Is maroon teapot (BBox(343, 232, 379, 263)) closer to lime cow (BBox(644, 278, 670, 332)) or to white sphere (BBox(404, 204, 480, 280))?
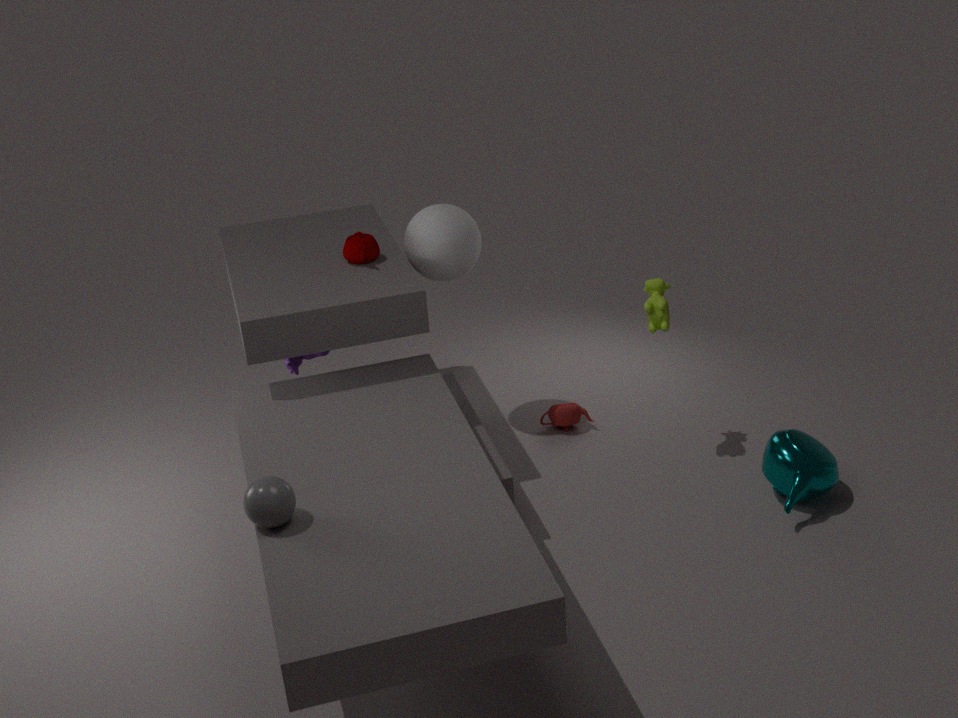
white sphere (BBox(404, 204, 480, 280))
